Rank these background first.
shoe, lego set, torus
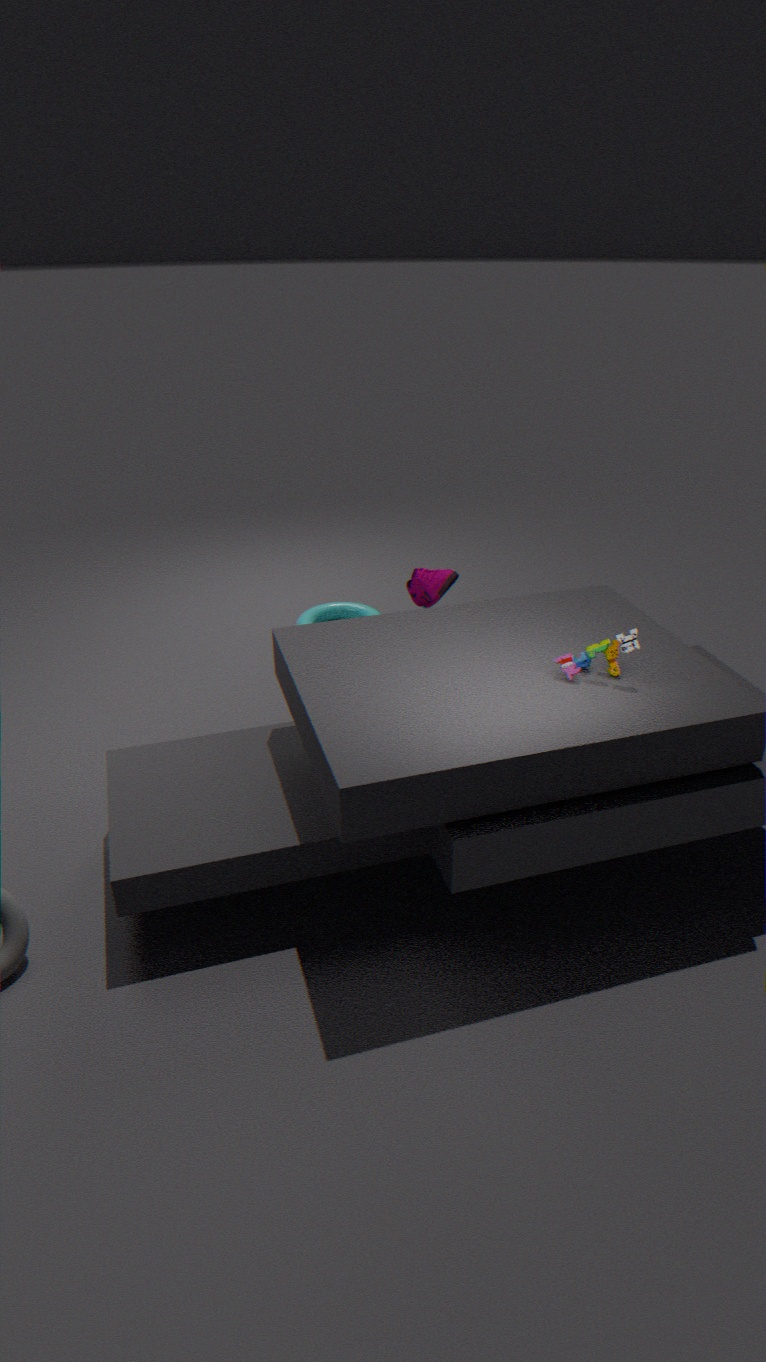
torus → shoe → lego set
